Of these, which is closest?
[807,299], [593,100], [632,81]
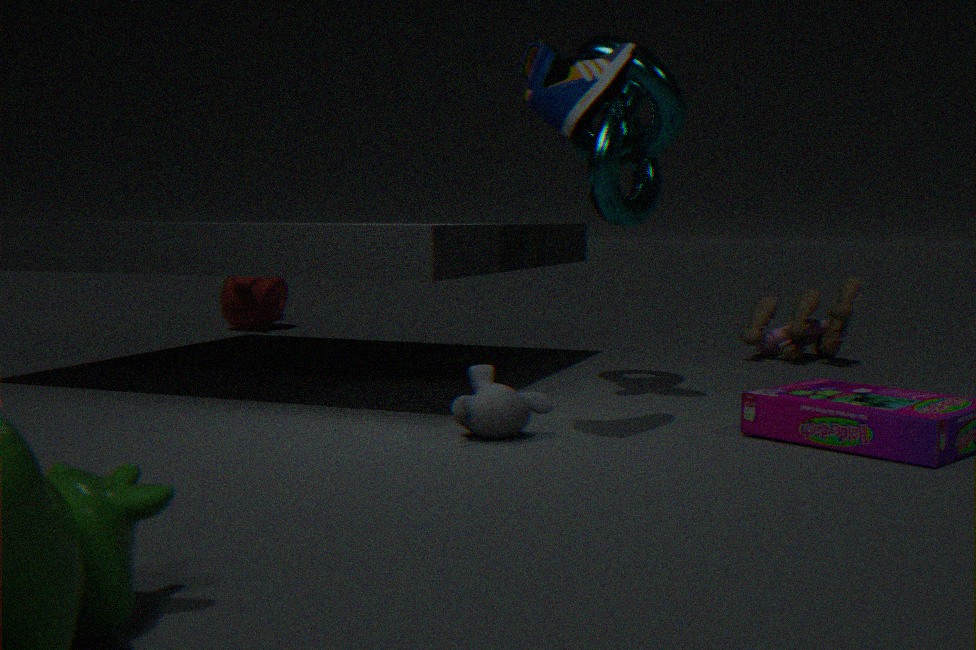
[593,100]
